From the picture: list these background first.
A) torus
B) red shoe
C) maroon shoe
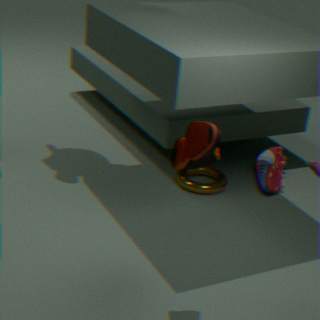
red shoe → torus → maroon shoe
